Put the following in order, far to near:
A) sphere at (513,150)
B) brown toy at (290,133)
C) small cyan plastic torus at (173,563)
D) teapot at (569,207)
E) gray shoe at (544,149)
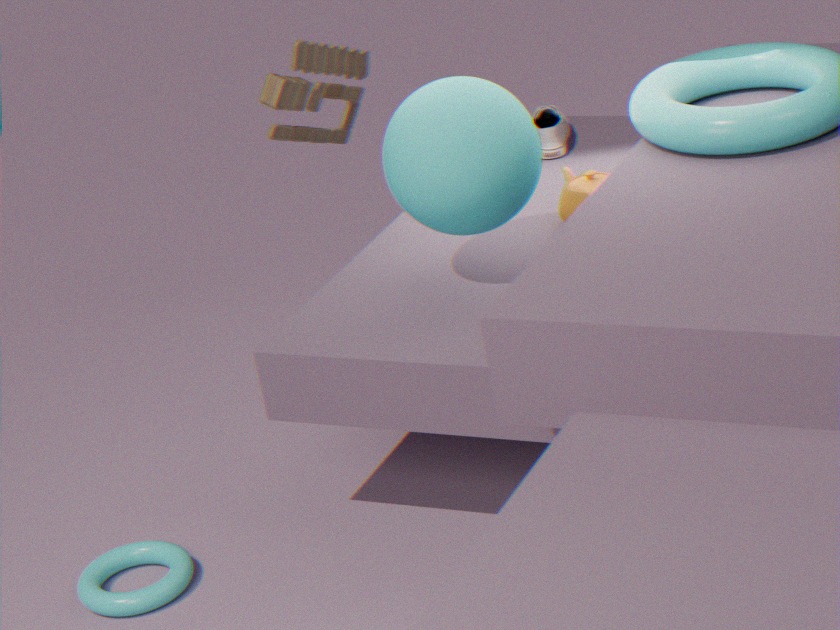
gray shoe at (544,149) → brown toy at (290,133) → teapot at (569,207) → small cyan plastic torus at (173,563) → sphere at (513,150)
